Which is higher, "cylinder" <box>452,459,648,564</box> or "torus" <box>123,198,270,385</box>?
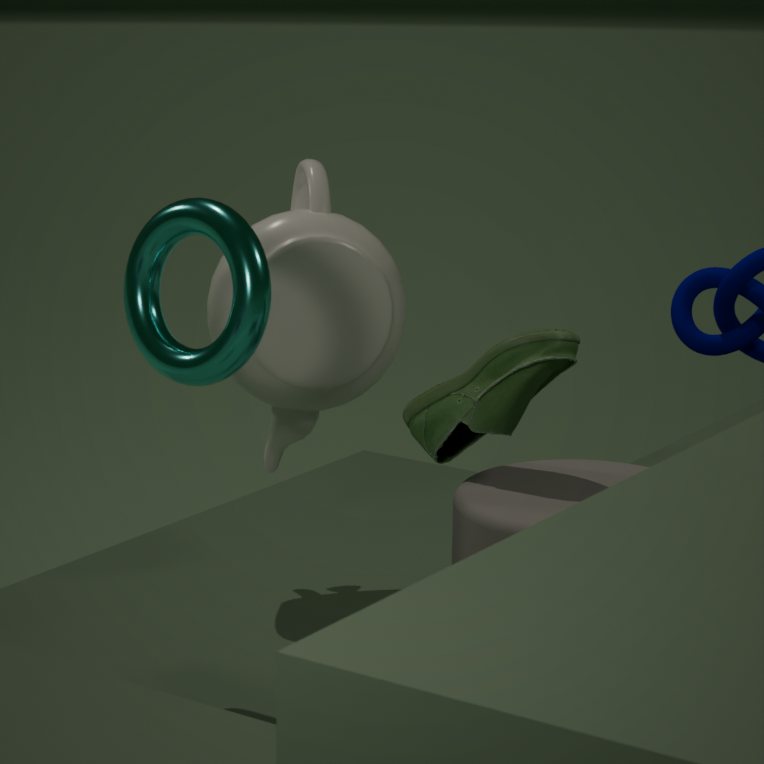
"torus" <box>123,198,270,385</box>
